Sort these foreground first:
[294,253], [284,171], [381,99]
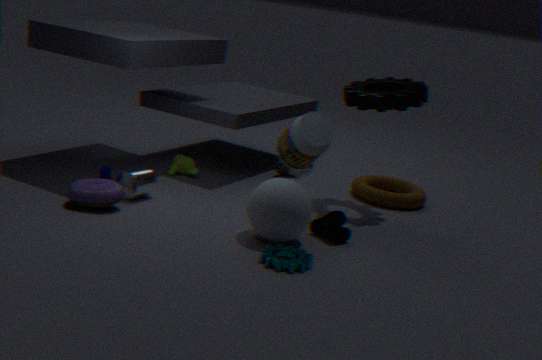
[294,253], [381,99], [284,171]
